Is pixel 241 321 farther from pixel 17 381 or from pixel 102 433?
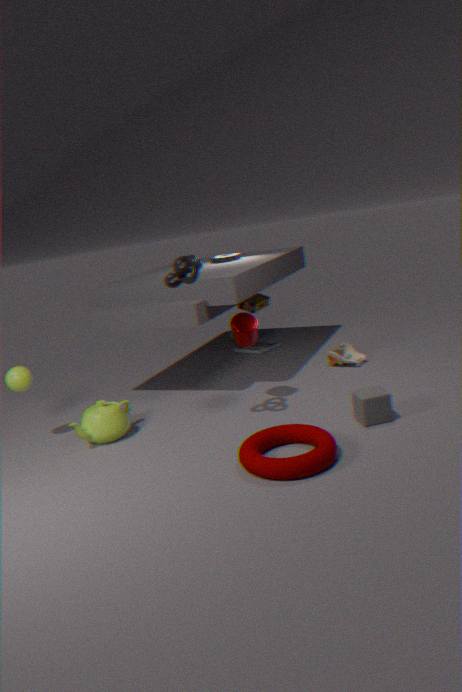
pixel 17 381
